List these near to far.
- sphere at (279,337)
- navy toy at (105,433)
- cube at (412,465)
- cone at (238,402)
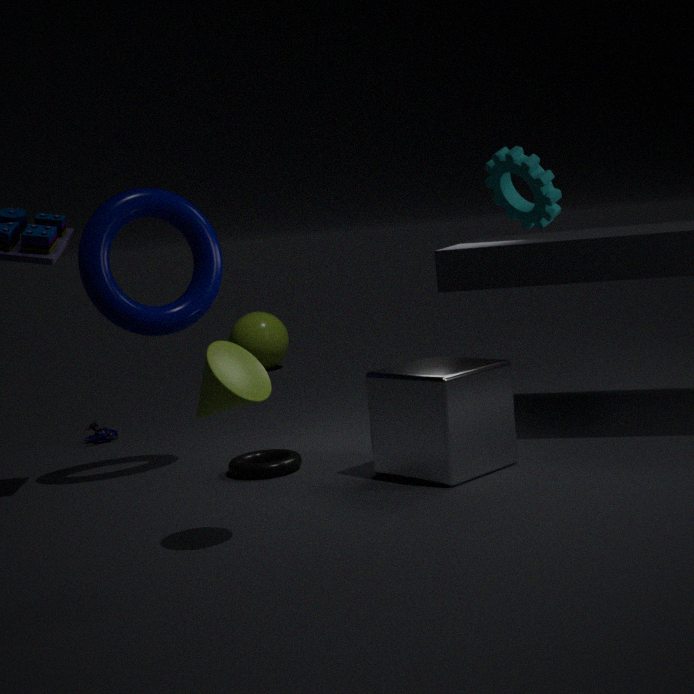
cone at (238,402) < cube at (412,465) < navy toy at (105,433) < sphere at (279,337)
